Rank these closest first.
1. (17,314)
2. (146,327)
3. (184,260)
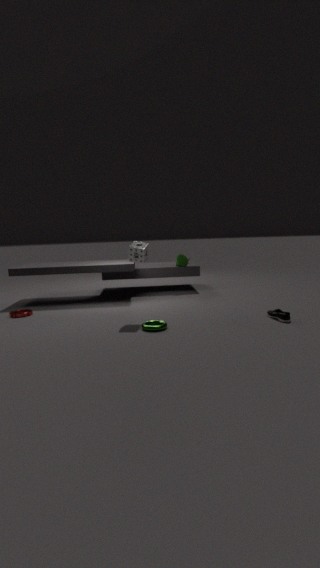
(146,327) < (17,314) < (184,260)
